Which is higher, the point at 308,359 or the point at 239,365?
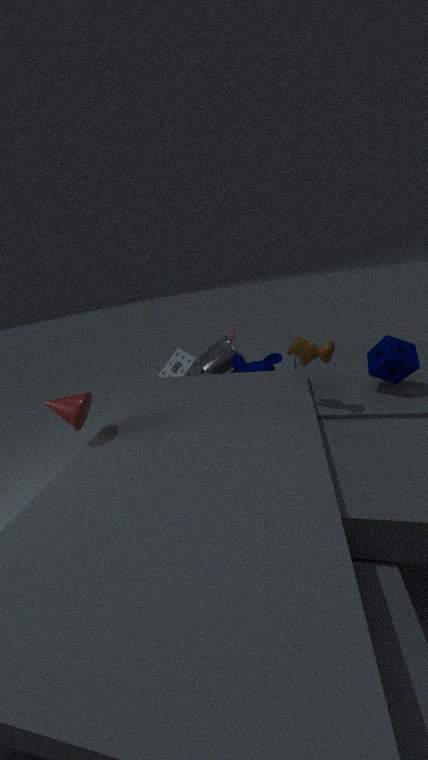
the point at 308,359
